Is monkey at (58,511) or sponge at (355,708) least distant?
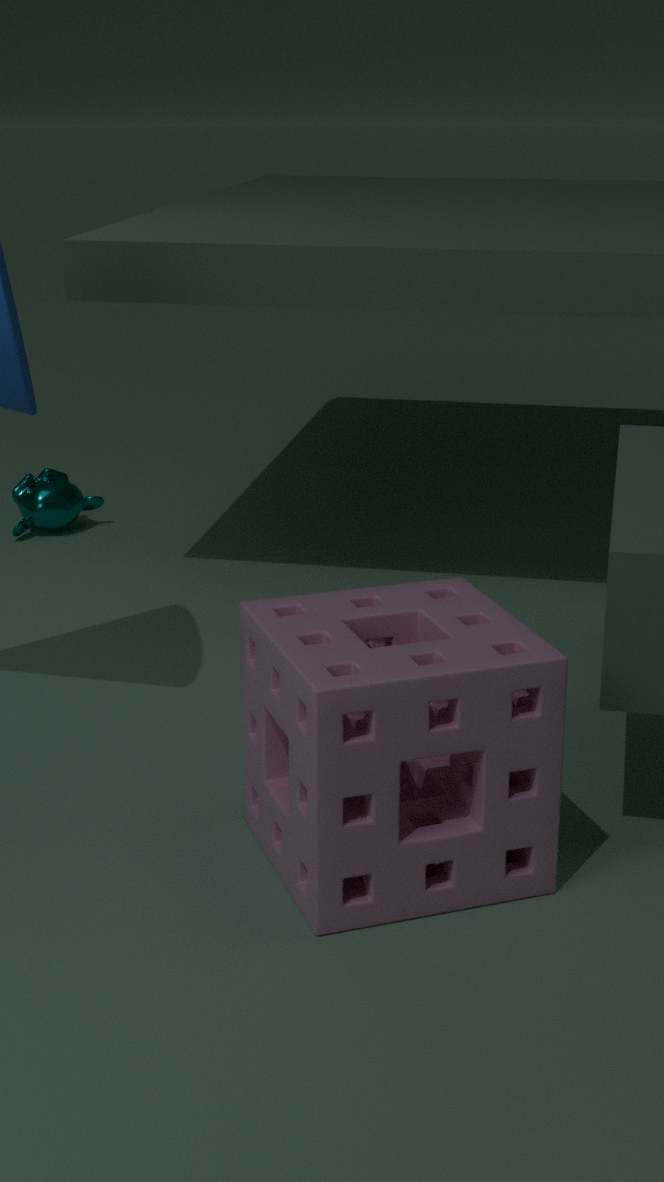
sponge at (355,708)
